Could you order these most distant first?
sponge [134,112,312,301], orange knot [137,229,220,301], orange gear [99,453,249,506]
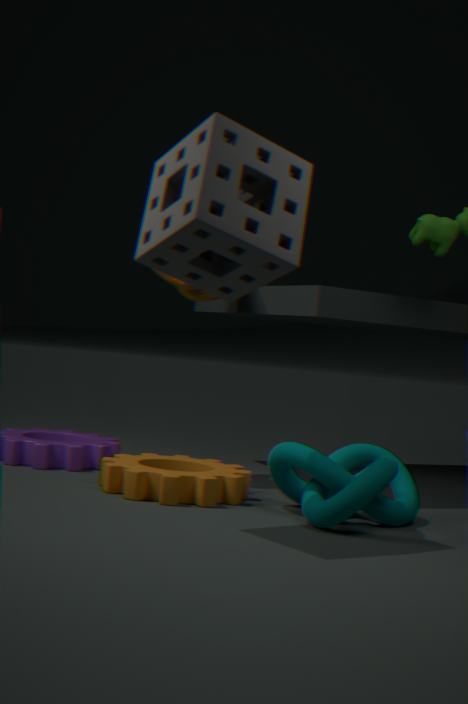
orange knot [137,229,220,301] < orange gear [99,453,249,506] < sponge [134,112,312,301]
